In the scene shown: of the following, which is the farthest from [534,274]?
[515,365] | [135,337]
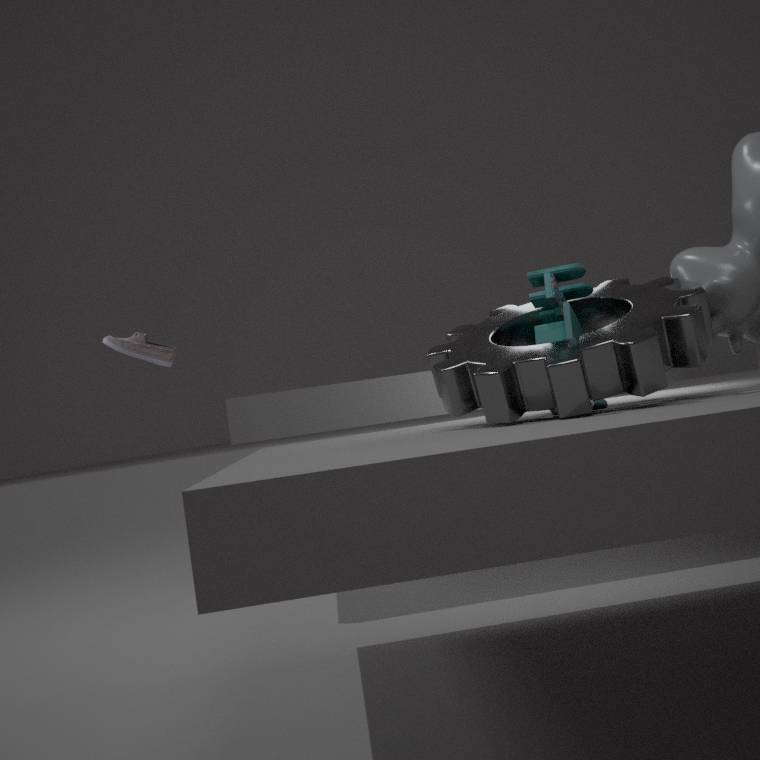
[135,337]
